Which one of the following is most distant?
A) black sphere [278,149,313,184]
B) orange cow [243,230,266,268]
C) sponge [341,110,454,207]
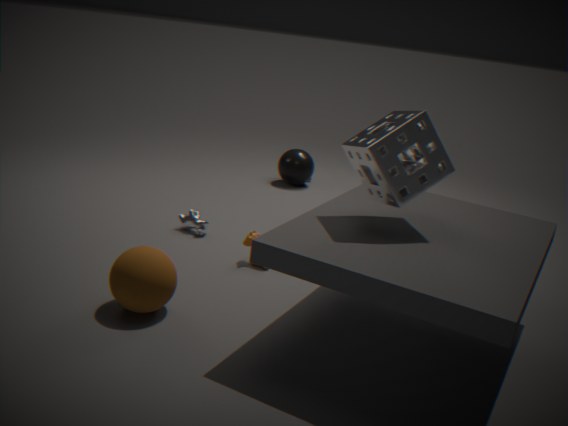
black sphere [278,149,313,184]
